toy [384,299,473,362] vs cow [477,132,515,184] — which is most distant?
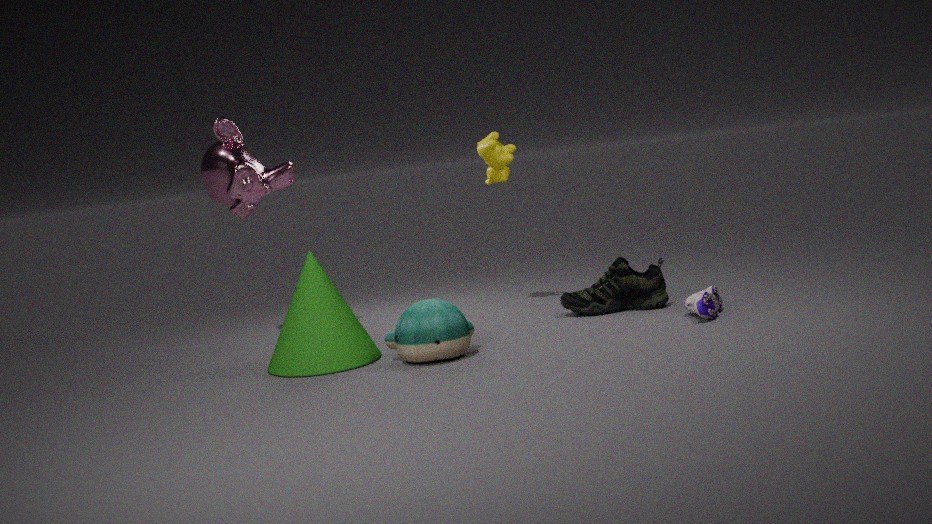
cow [477,132,515,184]
